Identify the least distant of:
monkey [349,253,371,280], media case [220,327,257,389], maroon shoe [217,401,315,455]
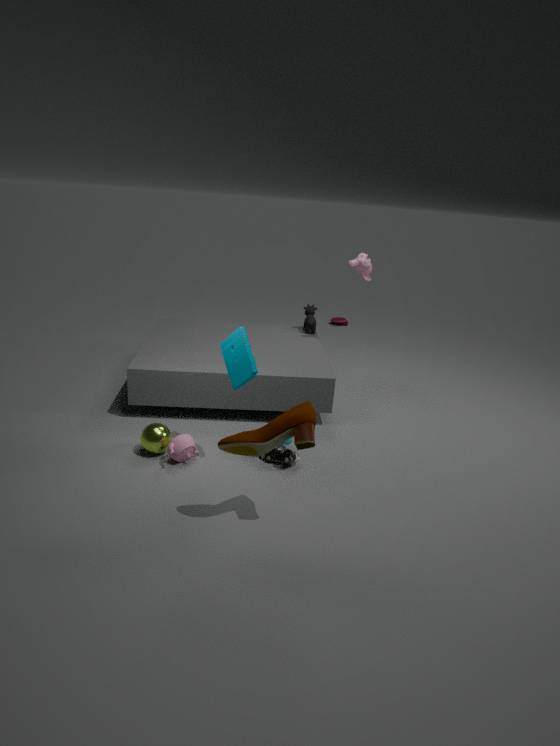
maroon shoe [217,401,315,455]
